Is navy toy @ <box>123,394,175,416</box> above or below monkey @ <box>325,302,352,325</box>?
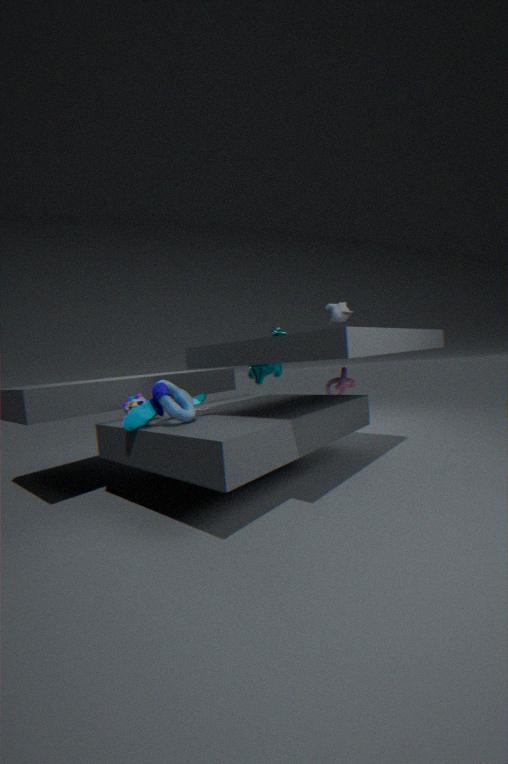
below
